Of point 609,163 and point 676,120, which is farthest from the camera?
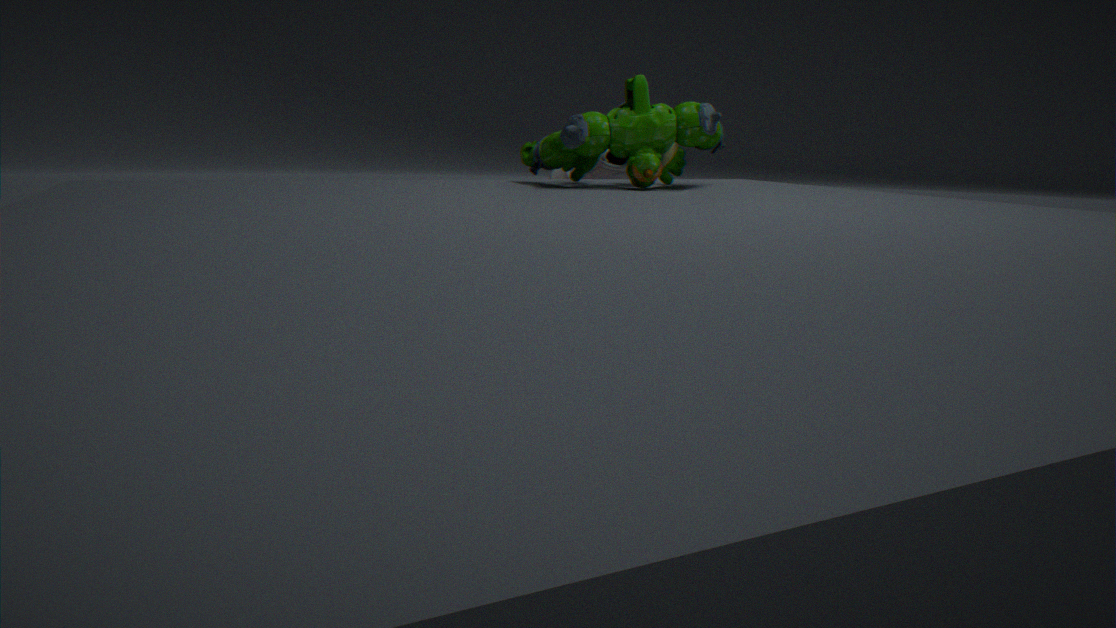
point 609,163
